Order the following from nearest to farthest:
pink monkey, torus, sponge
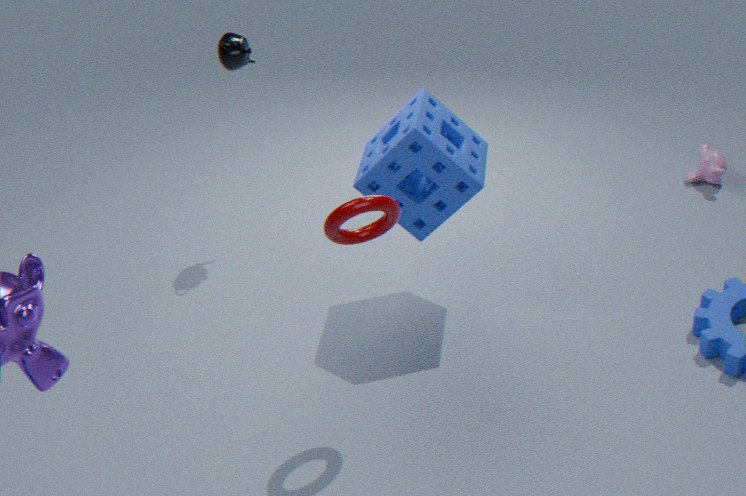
torus < sponge < pink monkey
